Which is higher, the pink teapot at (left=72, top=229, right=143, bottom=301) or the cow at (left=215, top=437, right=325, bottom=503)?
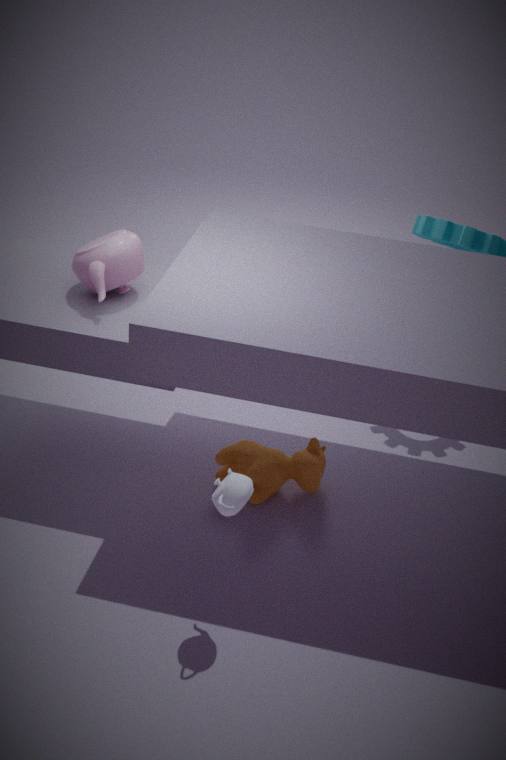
the pink teapot at (left=72, top=229, right=143, bottom=301)
